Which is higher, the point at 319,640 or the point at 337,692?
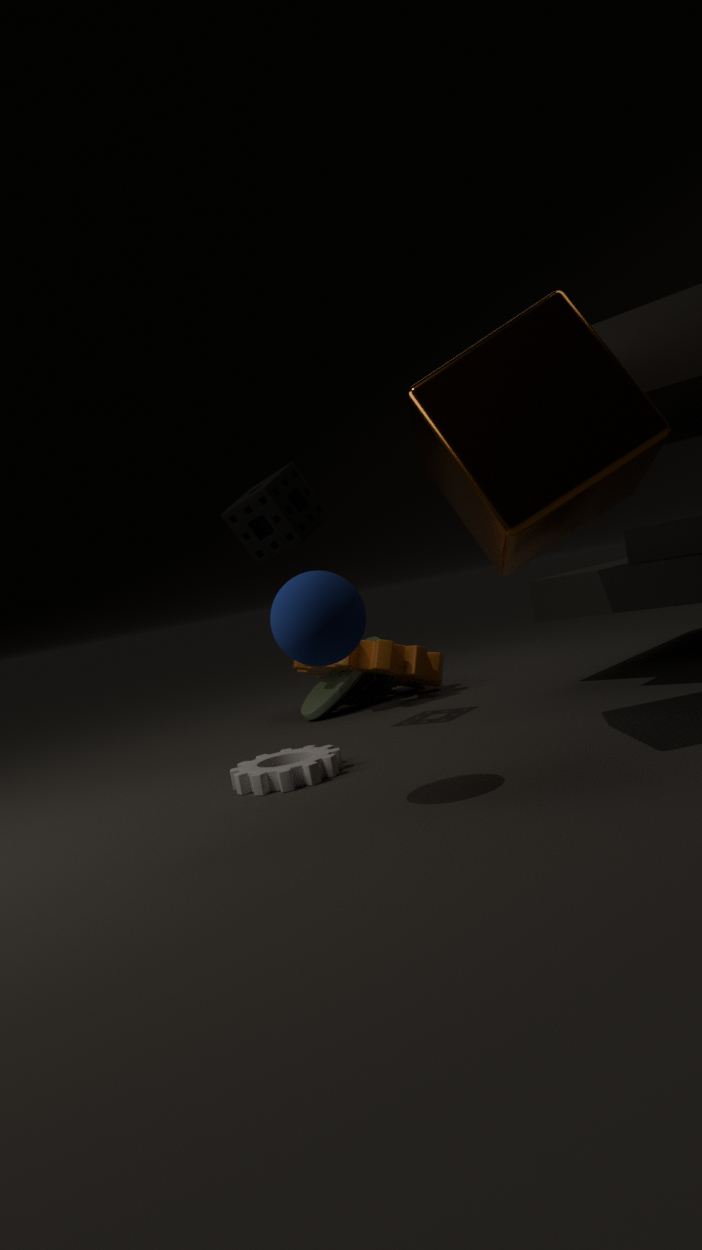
the point at 319,640
